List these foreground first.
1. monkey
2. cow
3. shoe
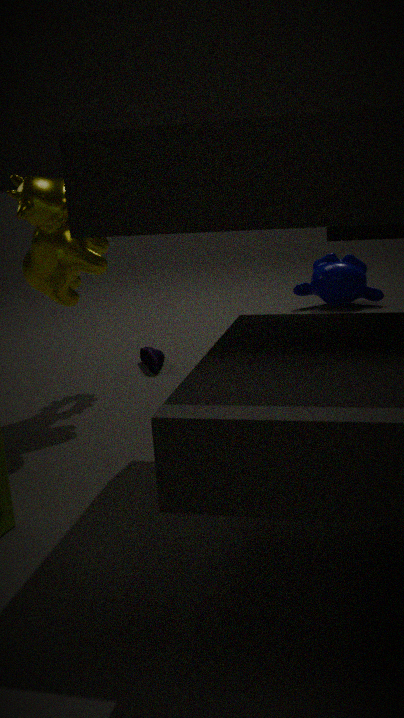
1. cow
2. shoe
3. monkey
